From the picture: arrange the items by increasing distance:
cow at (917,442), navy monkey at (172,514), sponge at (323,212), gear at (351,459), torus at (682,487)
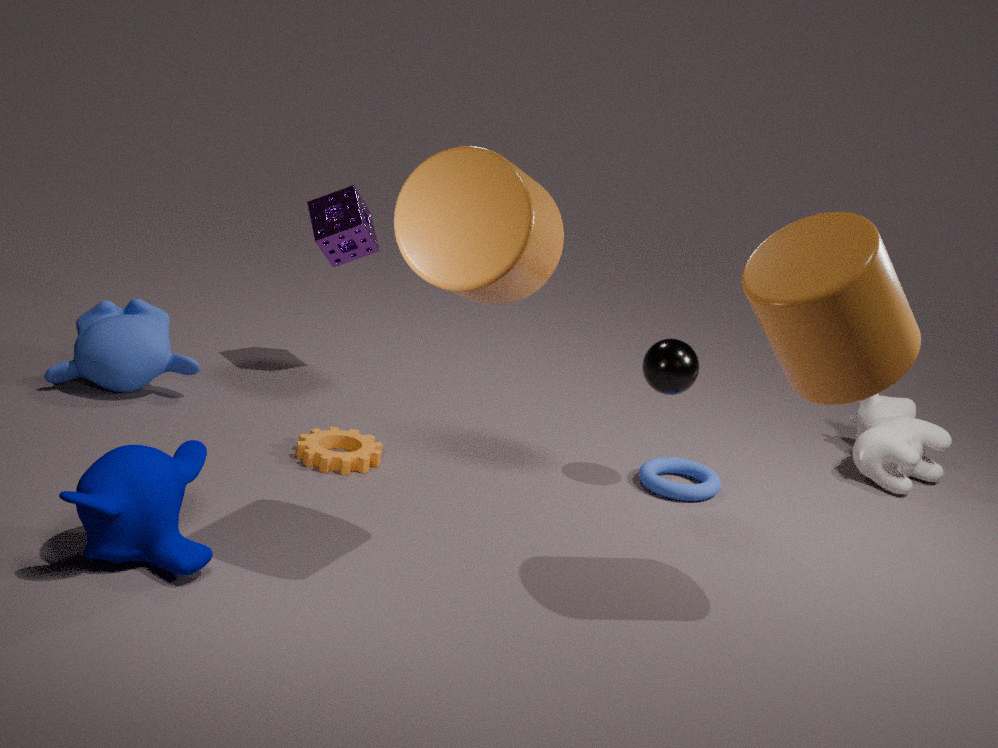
1. navy monkey at (172,514)
2. gear at (351,459)
3. torus at (682,487)
4. cow at (917,442)
5. sponge at (323,212)
